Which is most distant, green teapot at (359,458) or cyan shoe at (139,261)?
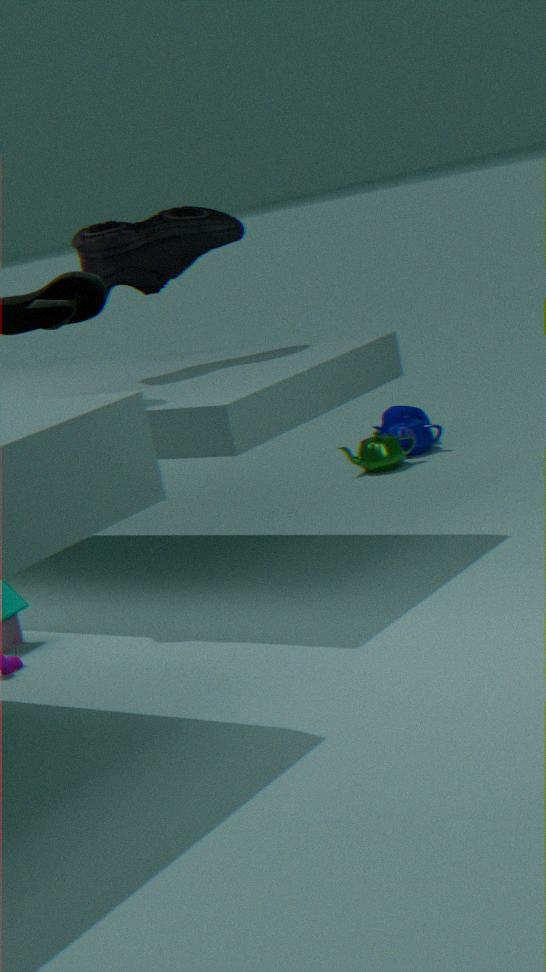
green teapot at (359,458)
